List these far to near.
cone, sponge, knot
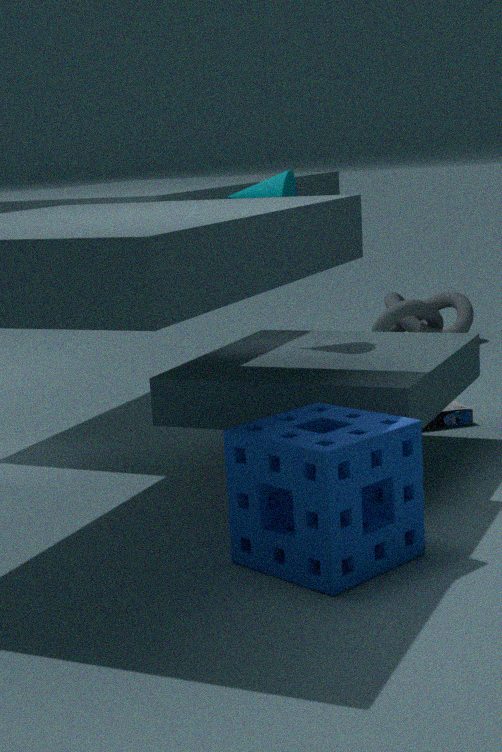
knot
cone
sponge
